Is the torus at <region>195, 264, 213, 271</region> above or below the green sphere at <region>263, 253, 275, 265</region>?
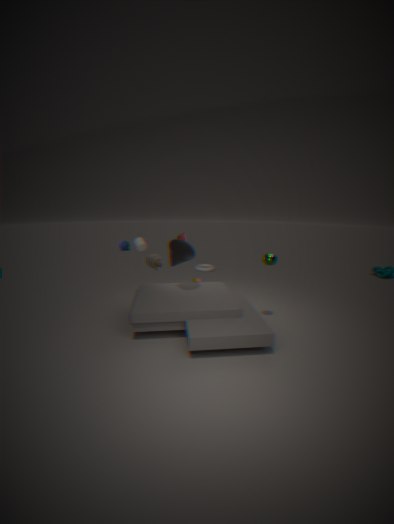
below
